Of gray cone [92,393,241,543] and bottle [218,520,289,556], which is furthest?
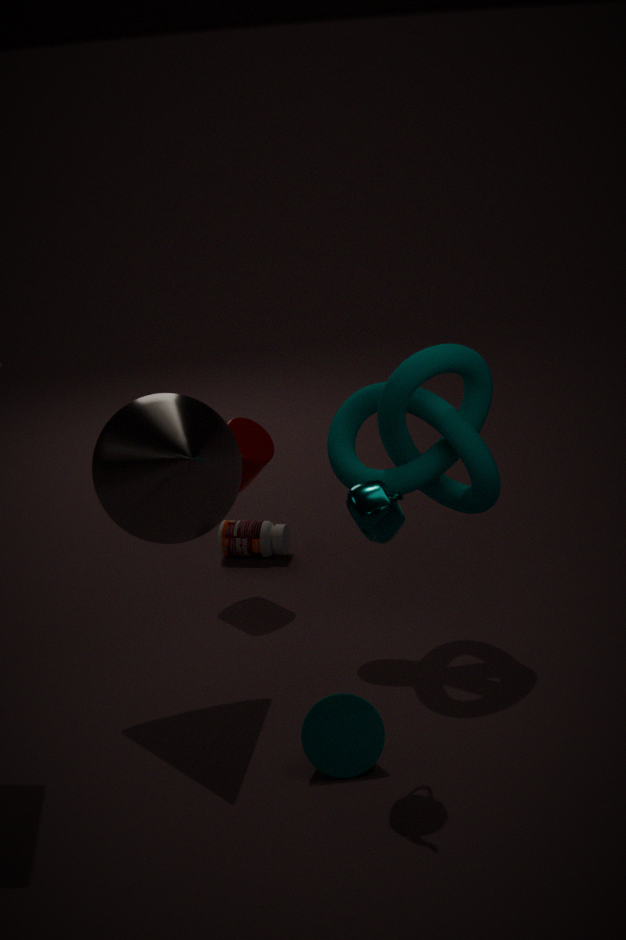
bottle [218,520,289,556]
